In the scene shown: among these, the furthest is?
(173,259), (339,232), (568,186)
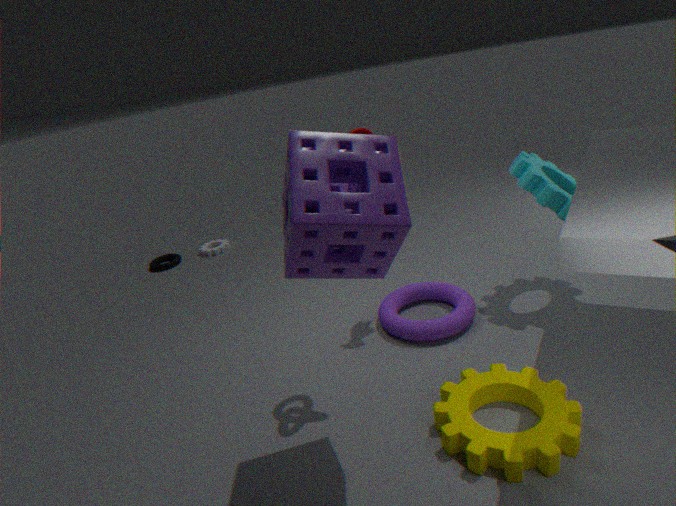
(173,259)
